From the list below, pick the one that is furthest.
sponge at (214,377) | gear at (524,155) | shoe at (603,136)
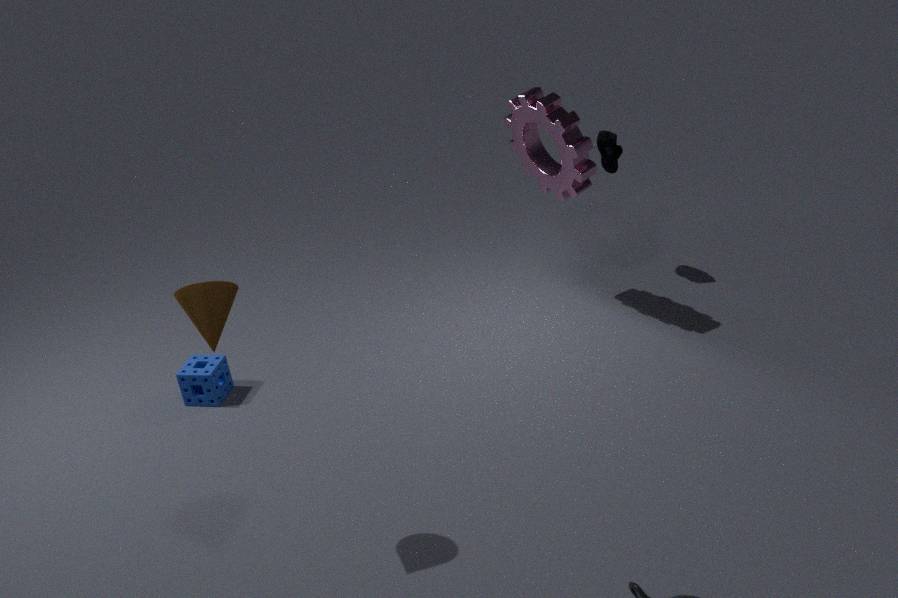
shoe at (603,136)
